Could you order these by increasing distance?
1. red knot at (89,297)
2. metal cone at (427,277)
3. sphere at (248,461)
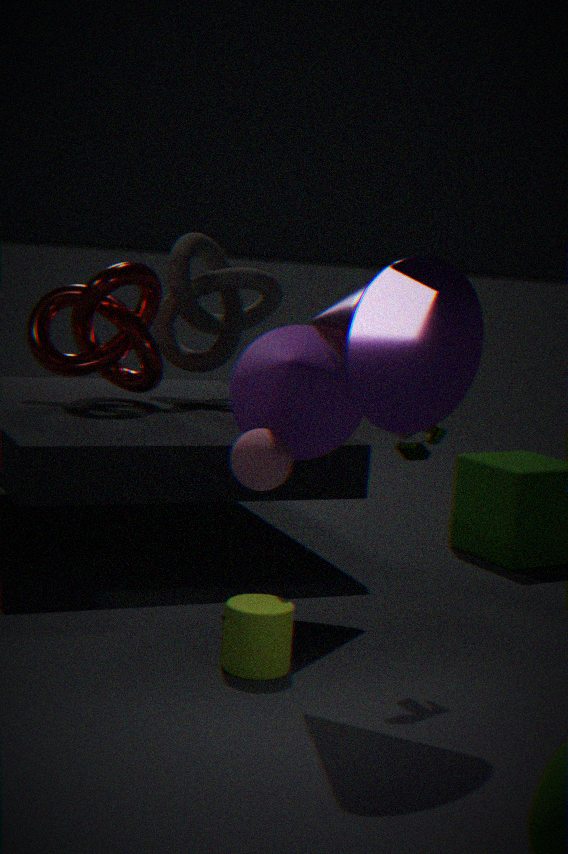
metal cone at (427,277), sphere at (248,461), red knot at (89,297)
